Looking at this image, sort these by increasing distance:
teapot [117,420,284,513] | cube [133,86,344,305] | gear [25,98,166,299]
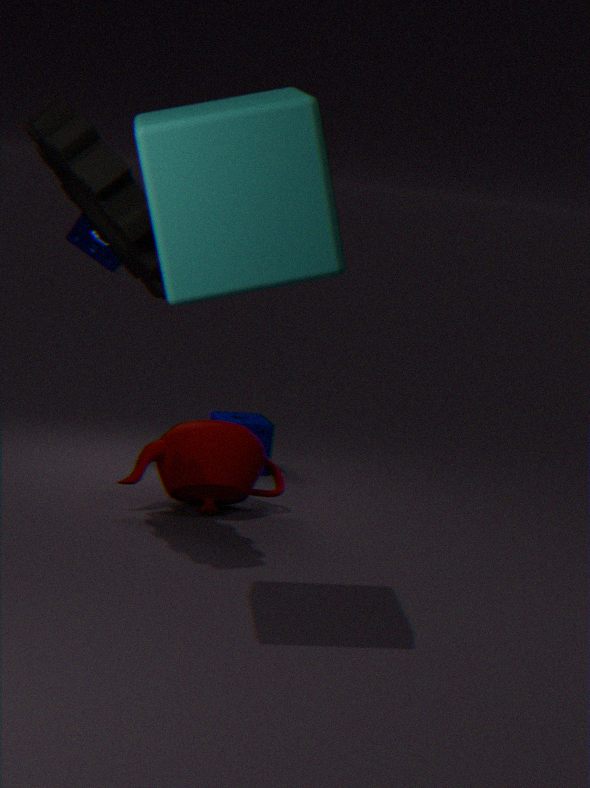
cube [133,86,344,305] < gear [25,98,166,299] < teapot [117,420,284,513]
